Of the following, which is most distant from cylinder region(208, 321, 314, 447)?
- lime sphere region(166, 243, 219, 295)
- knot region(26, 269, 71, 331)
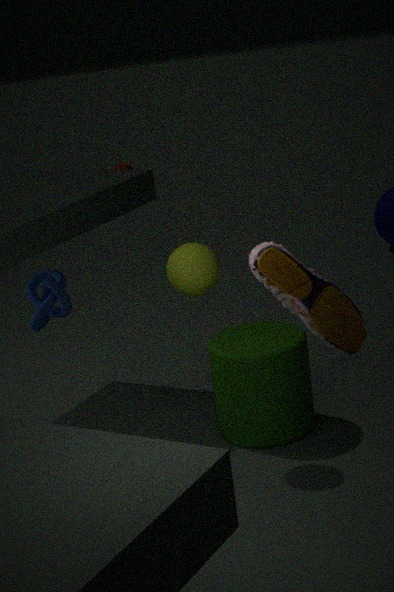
knot region(26, 269, 71, 331)
